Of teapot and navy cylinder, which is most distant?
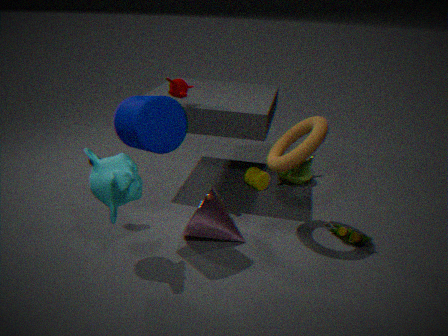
teapot
